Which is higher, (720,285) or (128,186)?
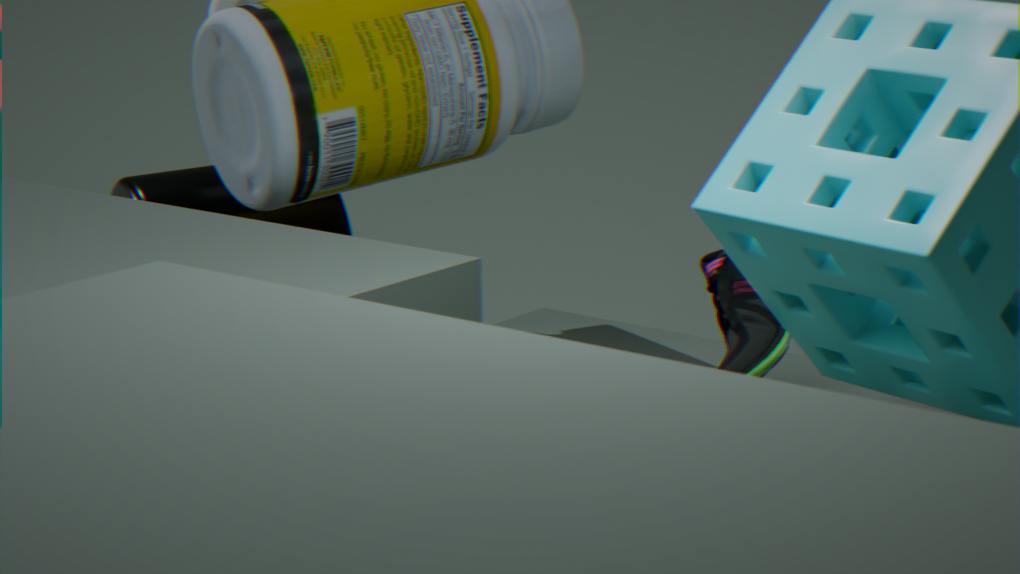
(720,285)
